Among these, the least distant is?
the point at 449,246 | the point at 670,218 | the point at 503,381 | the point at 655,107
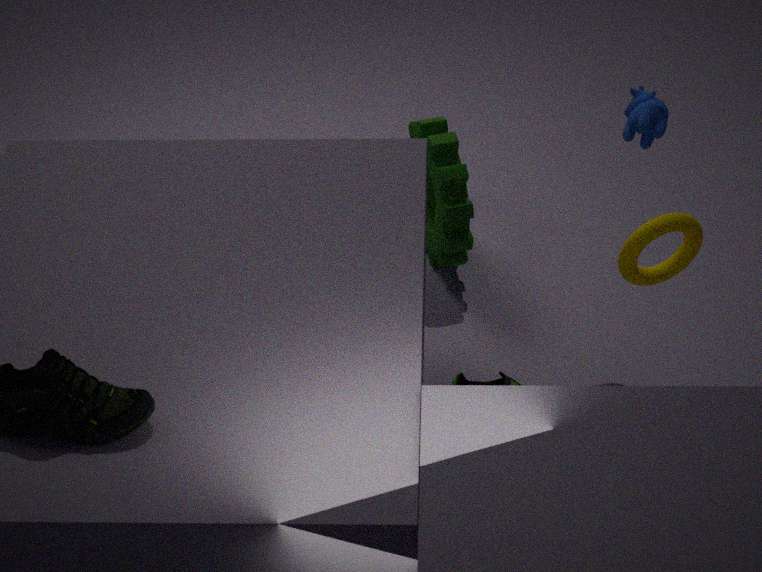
the point at 670,218
